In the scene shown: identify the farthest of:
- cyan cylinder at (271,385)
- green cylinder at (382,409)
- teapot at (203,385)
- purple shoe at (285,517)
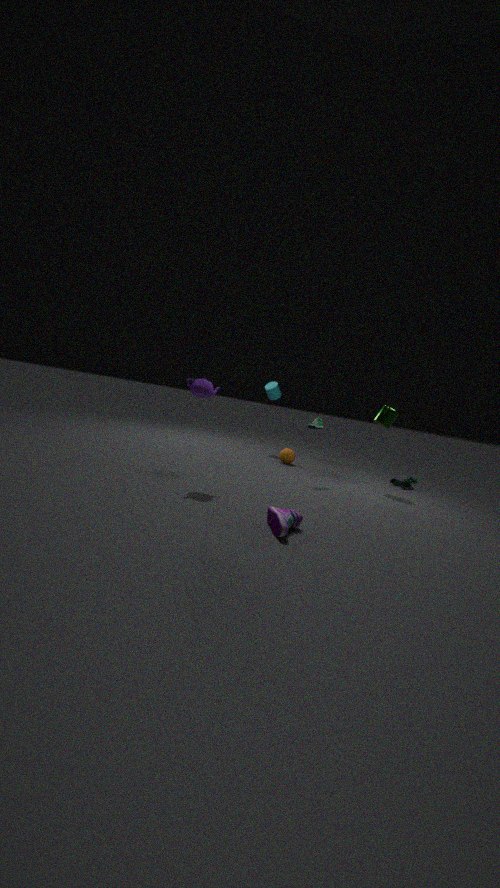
cyan cylinder at (271,385)
